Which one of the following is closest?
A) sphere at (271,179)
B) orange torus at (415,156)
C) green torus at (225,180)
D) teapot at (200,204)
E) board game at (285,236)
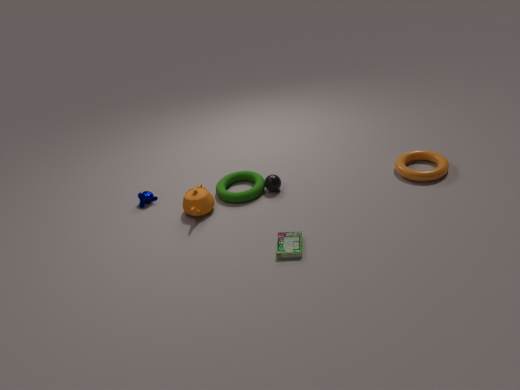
board game at (285,236)
